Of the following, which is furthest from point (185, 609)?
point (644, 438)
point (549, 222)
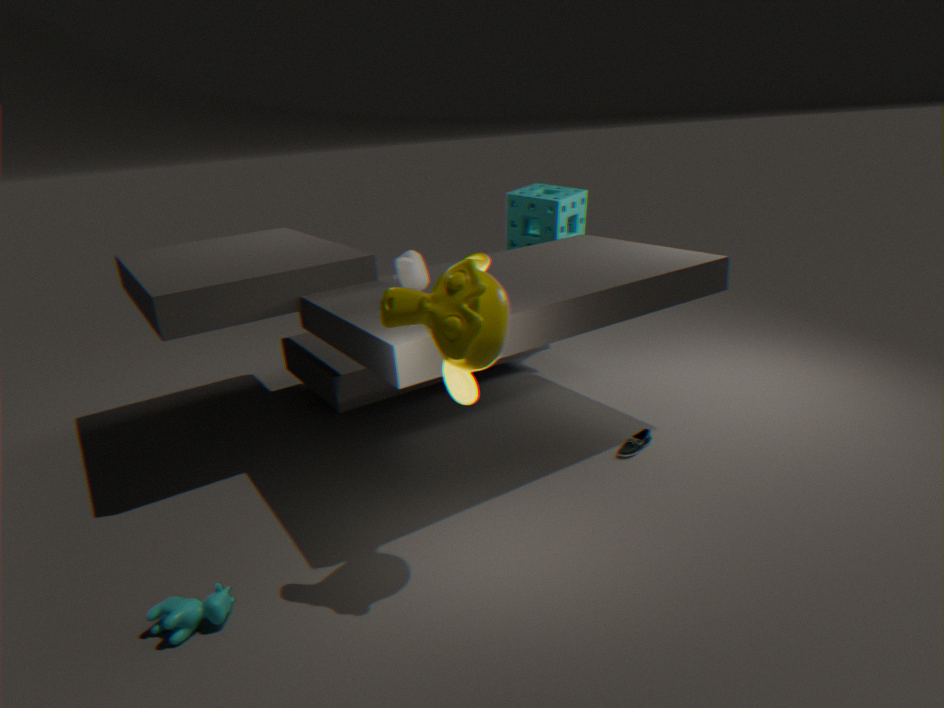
point (549, 222)
